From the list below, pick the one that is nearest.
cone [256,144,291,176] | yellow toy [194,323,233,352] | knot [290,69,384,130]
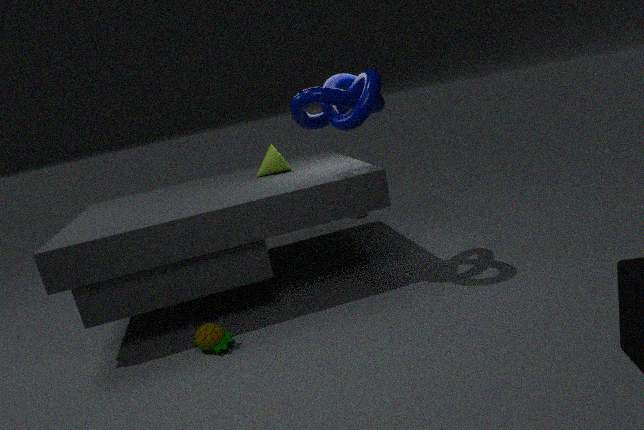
knot [290,69,384,130]
